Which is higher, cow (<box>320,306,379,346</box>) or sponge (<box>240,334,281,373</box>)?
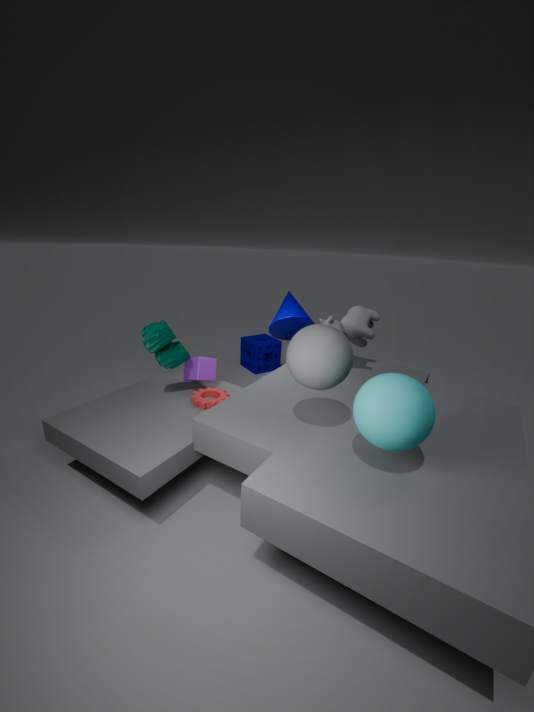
cow (<box>320,306,379,346</box>)
